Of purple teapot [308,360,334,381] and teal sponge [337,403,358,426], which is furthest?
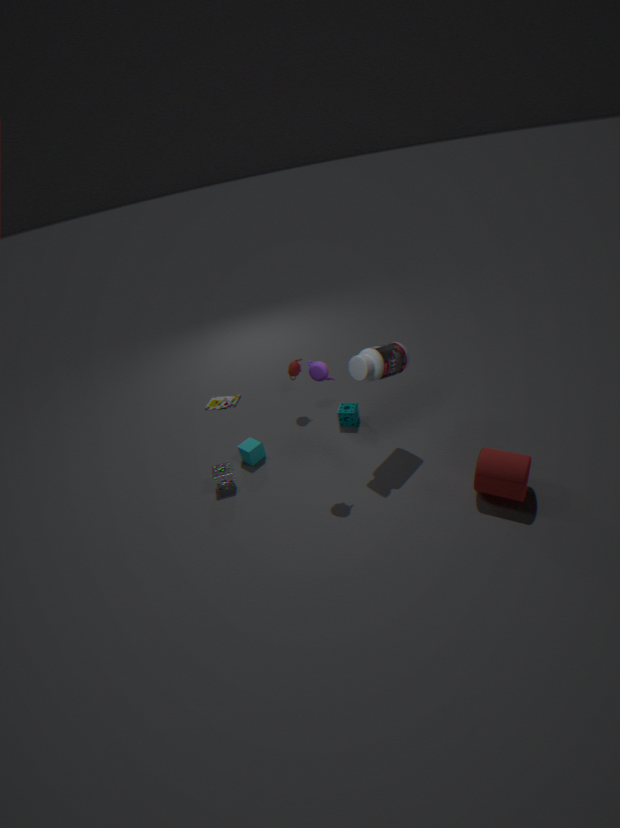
teal sponge [337,403,358,426]
